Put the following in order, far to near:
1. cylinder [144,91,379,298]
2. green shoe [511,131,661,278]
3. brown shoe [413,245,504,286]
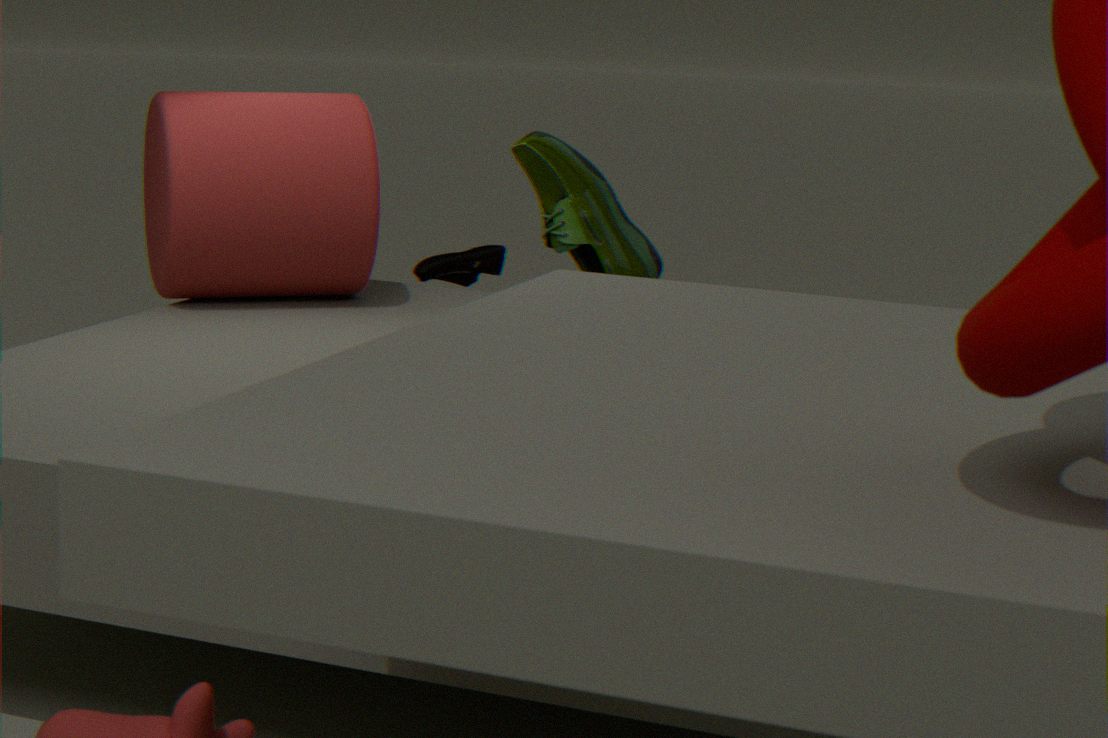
brown shoe [413,245,504,286]
cylinder [144,91,379,298]
green shoe [511,131,661,278]
